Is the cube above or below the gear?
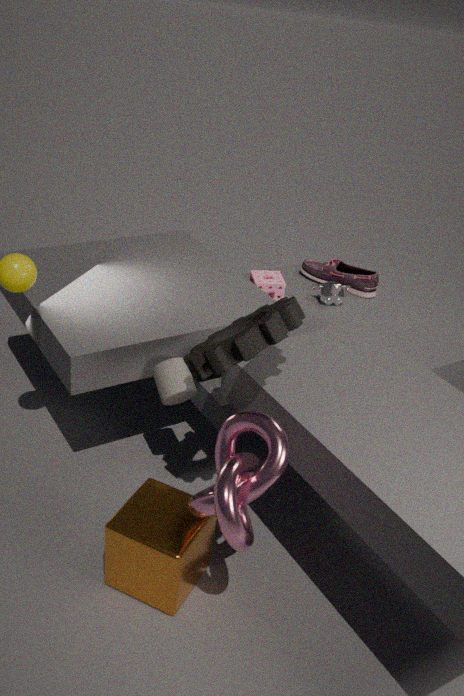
below
